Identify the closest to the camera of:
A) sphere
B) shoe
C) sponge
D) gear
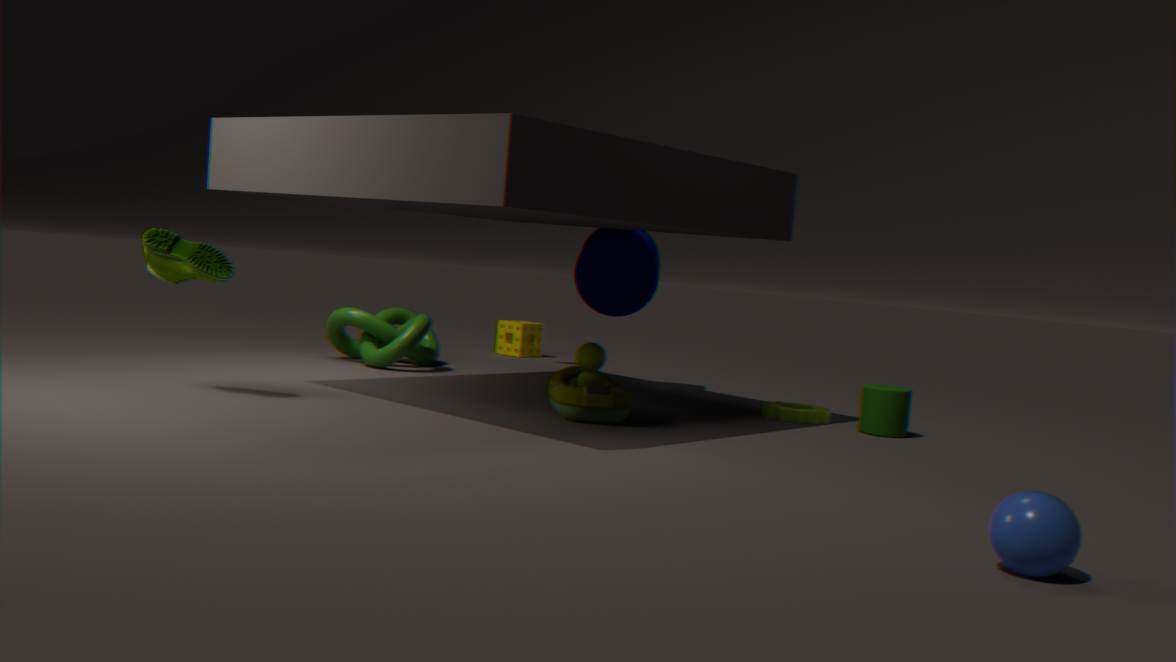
sphere
